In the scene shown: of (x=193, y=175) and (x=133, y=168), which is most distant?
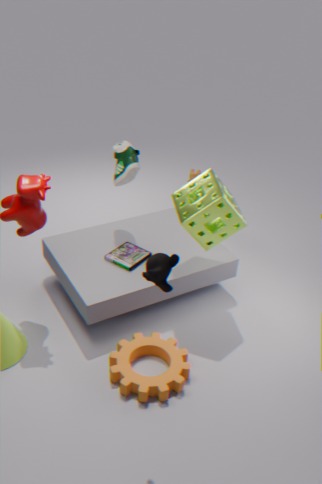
(x=193, y=175)
